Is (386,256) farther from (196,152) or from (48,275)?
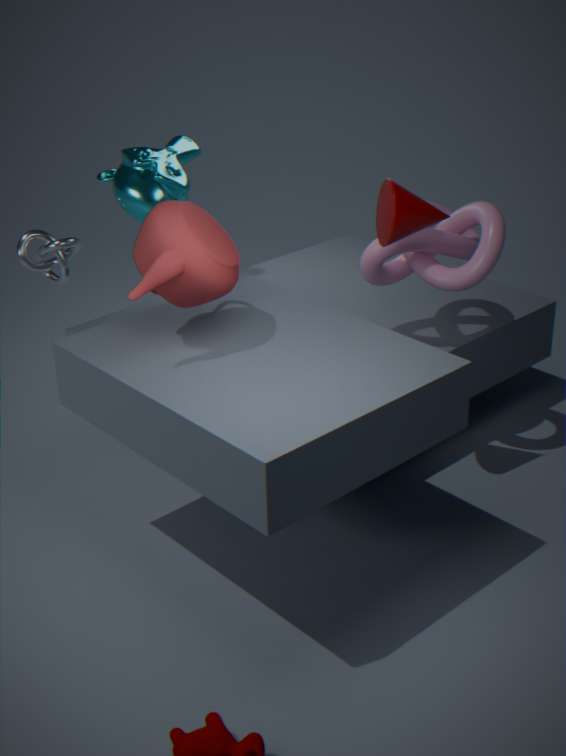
(48,275)
